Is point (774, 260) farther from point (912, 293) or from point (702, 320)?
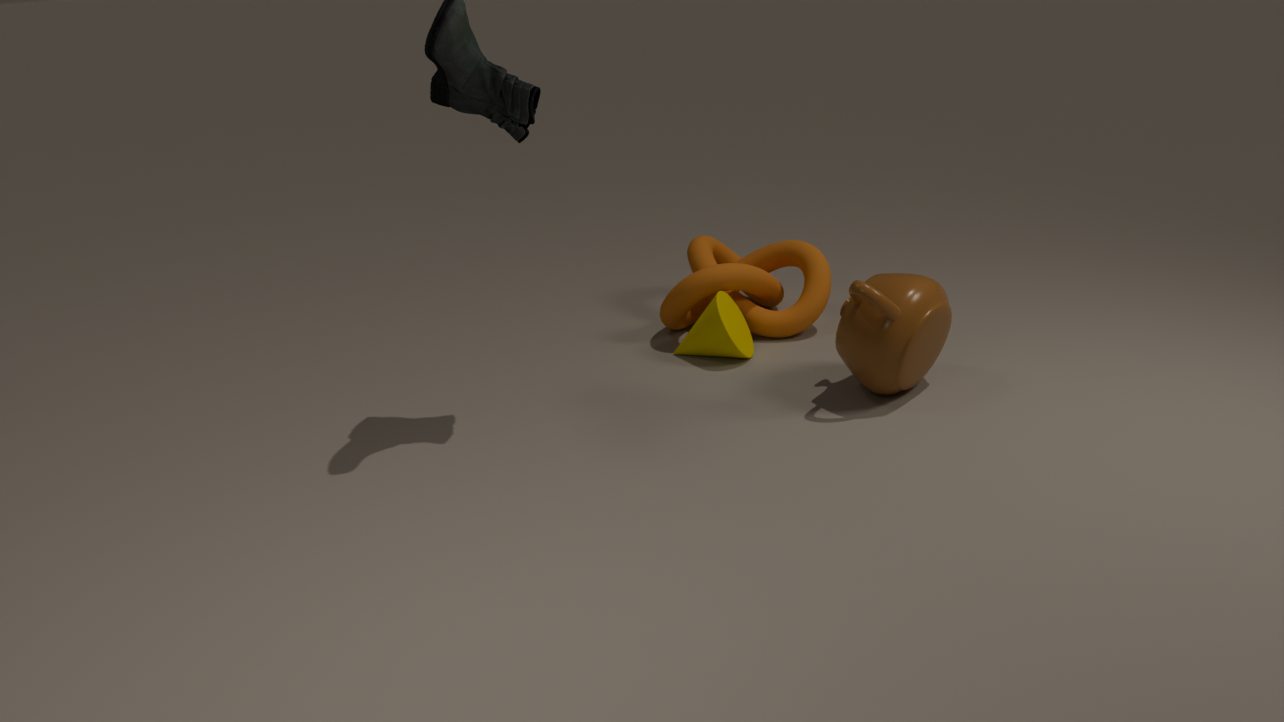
point (912, 293)
